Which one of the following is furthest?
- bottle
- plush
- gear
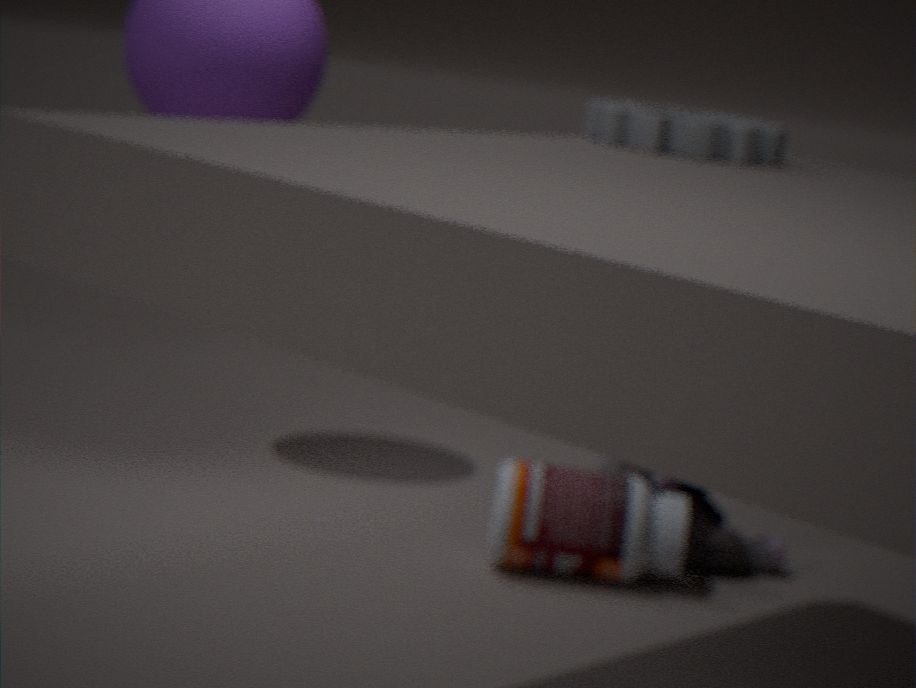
plush
